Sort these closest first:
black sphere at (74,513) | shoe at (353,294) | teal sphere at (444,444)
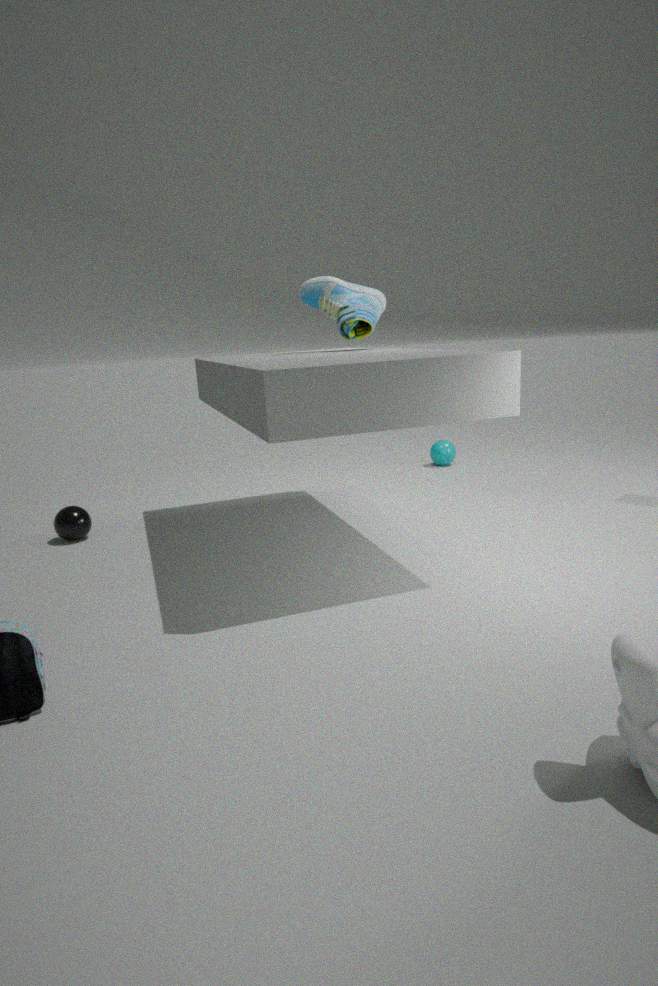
1. shoe at (353,294)
2. black sphere at (74,513)
3. teal sphere at (444,444)
